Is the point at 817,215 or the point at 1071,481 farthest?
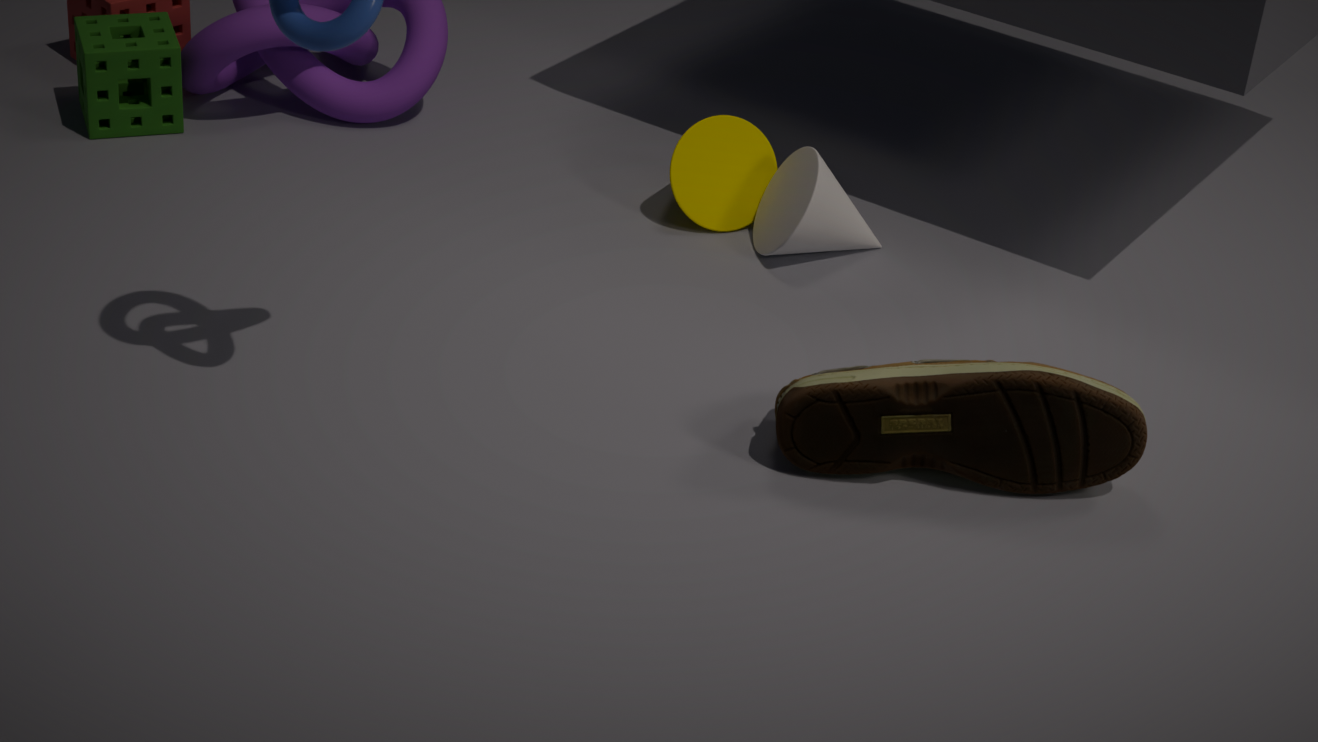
the point at 817,215
